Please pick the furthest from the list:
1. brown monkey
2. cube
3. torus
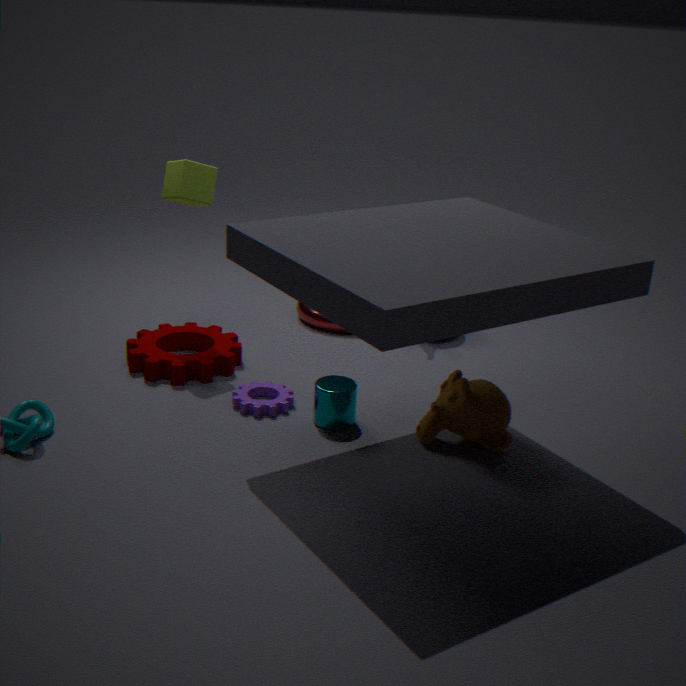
torus
